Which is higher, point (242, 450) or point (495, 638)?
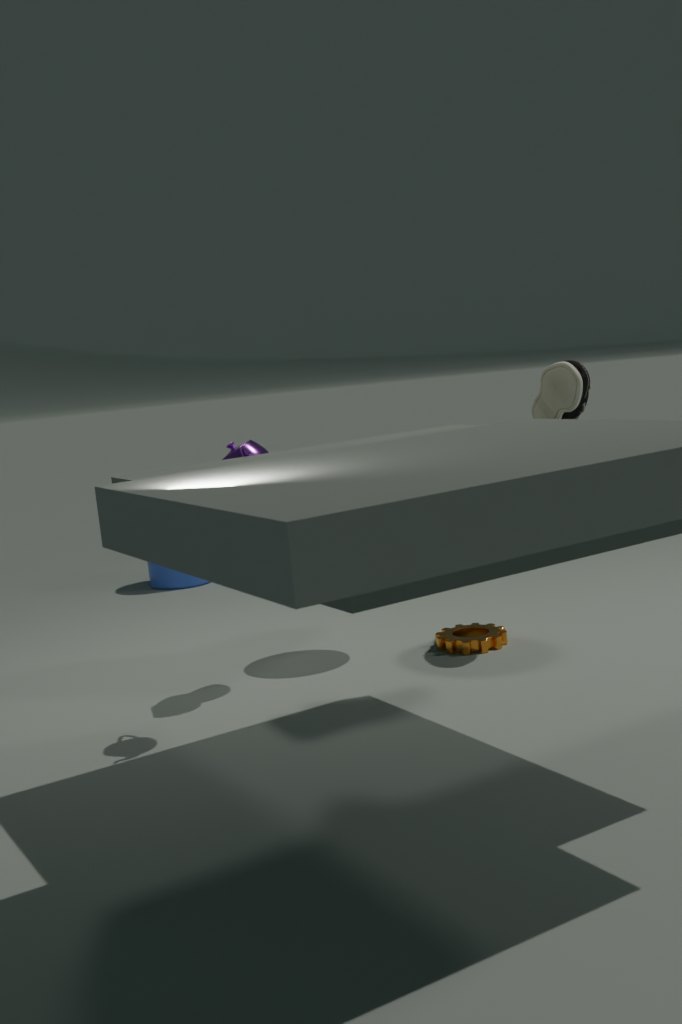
point (242, 450)
